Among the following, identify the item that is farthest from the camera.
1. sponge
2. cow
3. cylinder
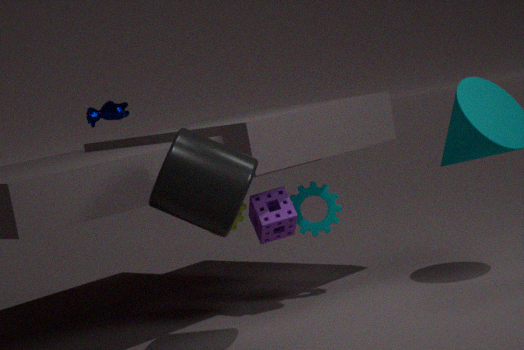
cow
